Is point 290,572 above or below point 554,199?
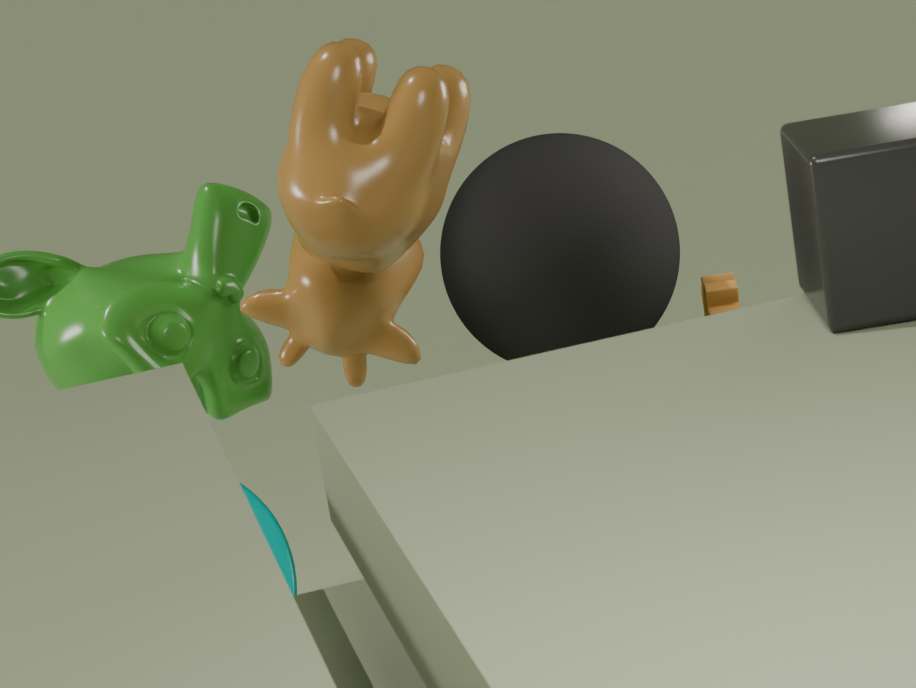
below
